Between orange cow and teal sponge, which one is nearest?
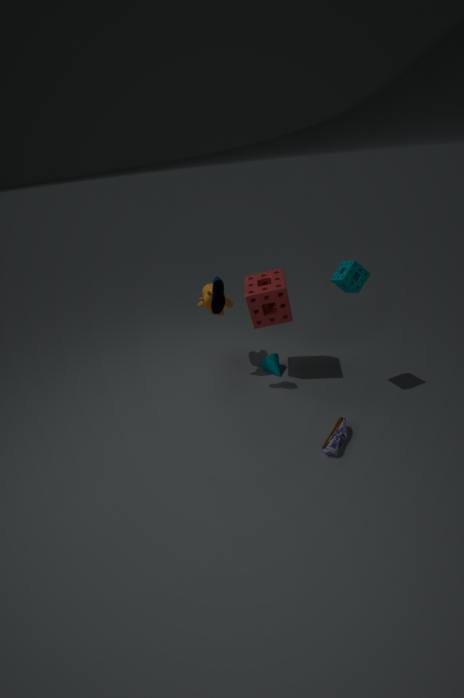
teal sponge
